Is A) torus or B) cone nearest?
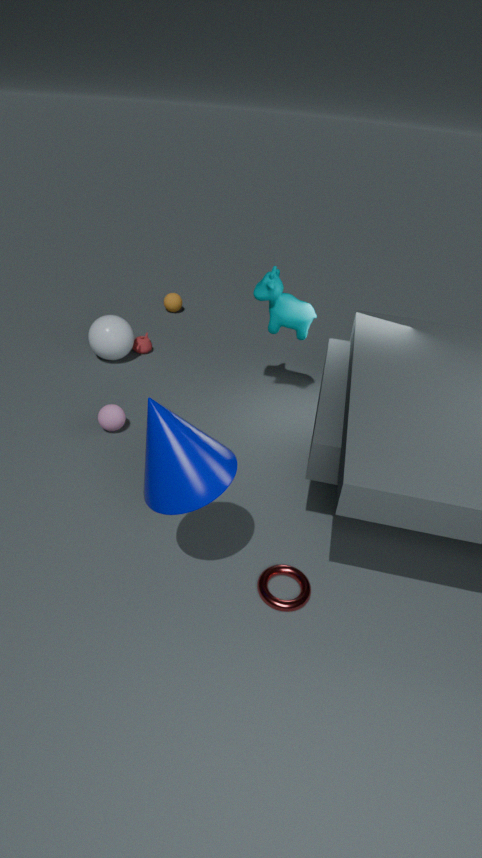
B. cone
